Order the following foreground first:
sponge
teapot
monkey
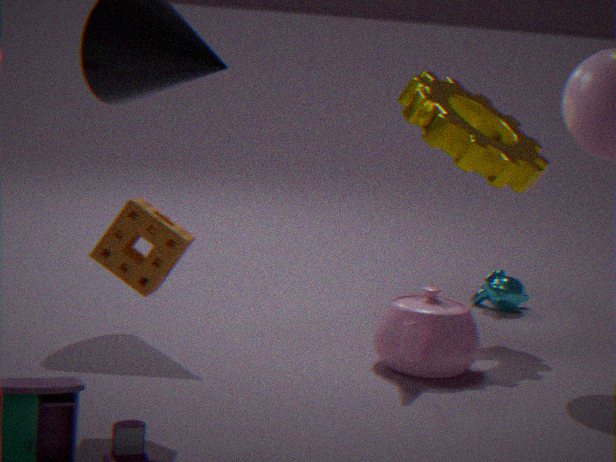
sponge
teapot
monkey
